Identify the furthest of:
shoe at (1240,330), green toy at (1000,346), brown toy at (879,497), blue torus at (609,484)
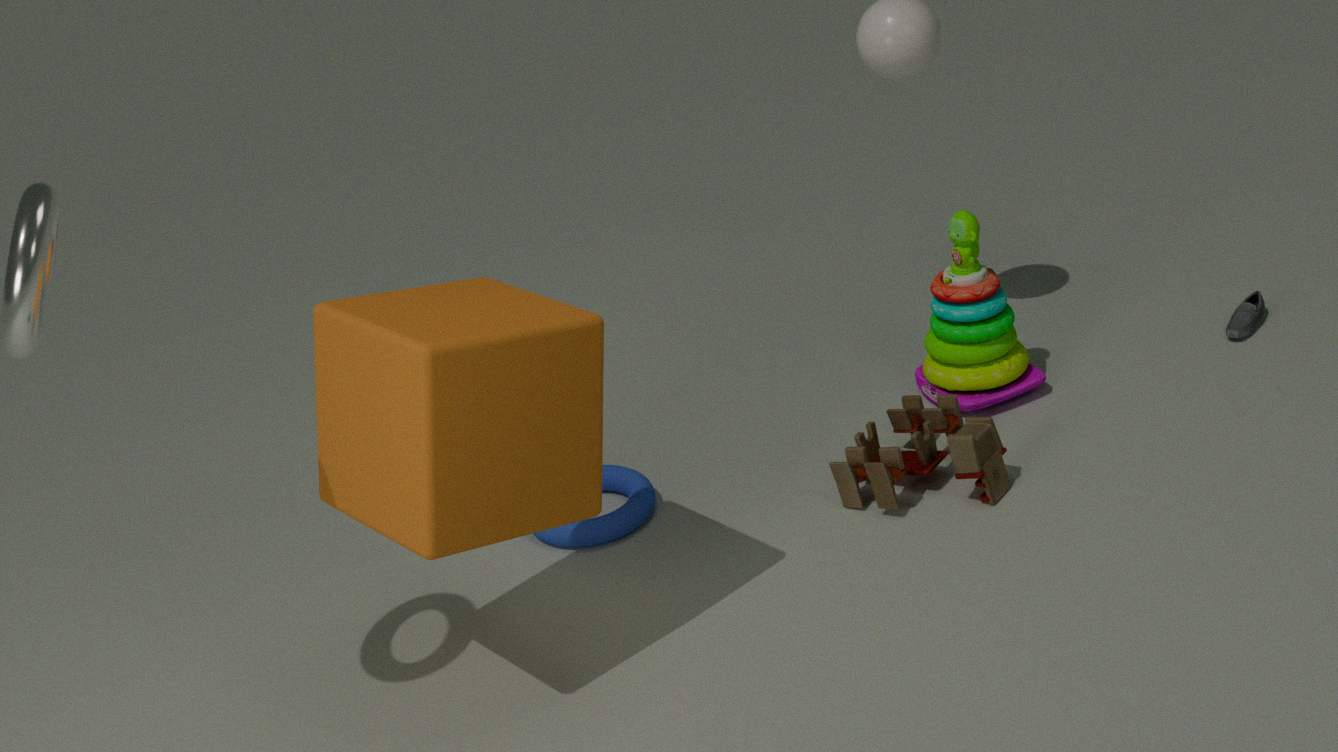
shoe at (1240,330)
